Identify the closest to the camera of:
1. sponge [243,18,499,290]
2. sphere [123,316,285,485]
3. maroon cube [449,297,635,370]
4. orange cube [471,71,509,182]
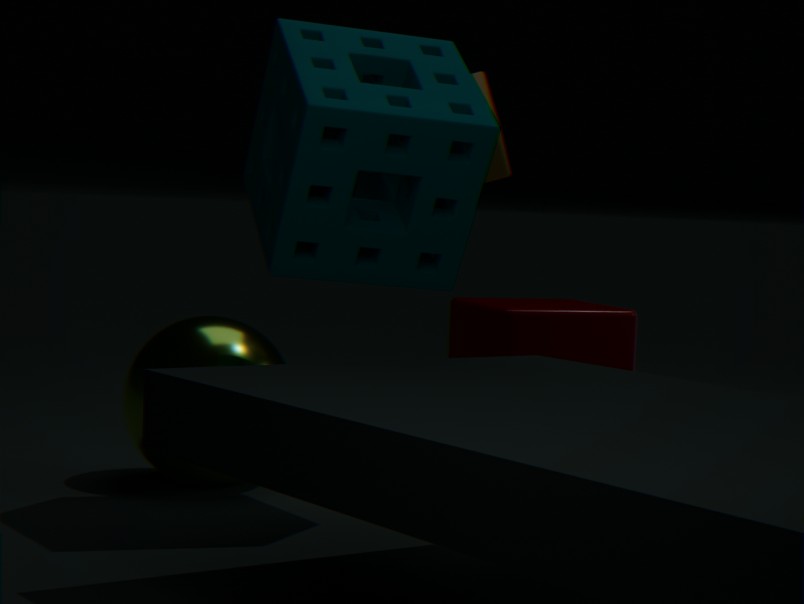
sponge [243,18,499,290]
